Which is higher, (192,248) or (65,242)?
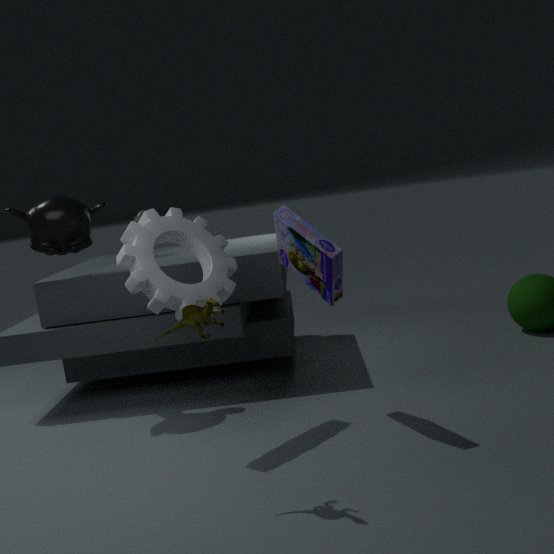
(65,242)
